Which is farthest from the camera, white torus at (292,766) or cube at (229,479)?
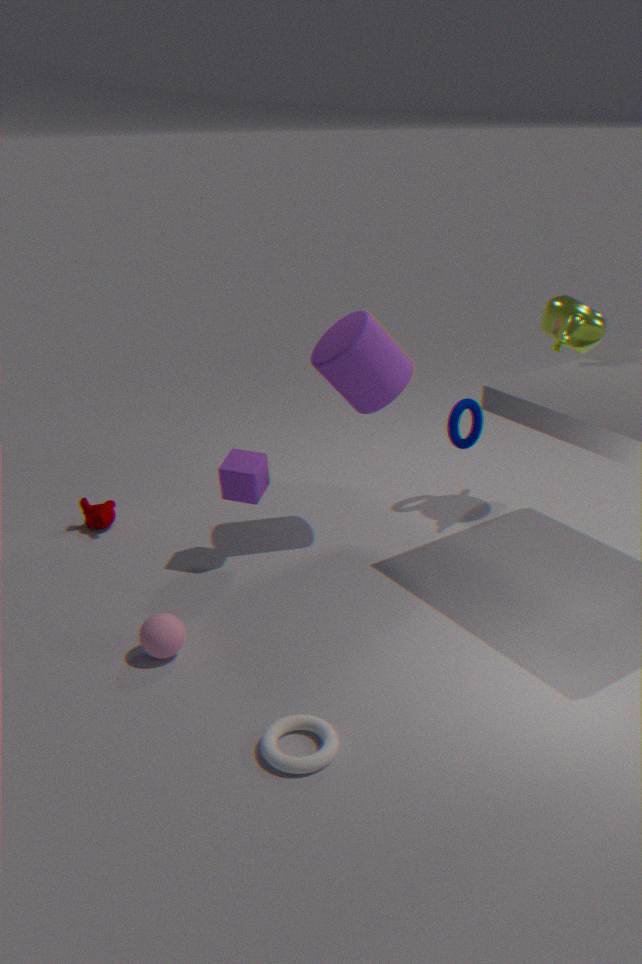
cube at (229,479)
